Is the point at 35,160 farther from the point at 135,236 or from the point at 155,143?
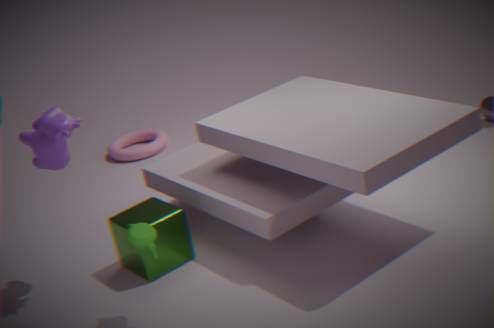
the point at 155,143
